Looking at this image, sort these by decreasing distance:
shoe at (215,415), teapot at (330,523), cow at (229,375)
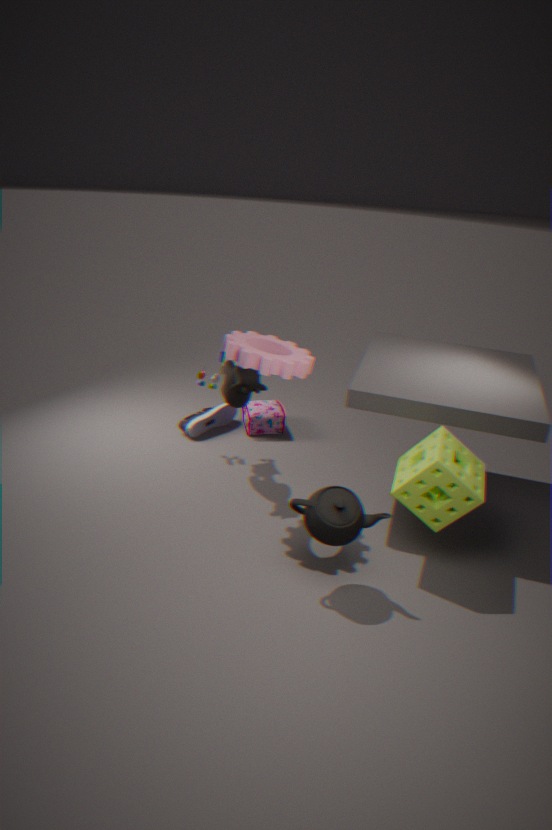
shoe at (215,415)
cow at (229,375)
teapot at (330,523)
